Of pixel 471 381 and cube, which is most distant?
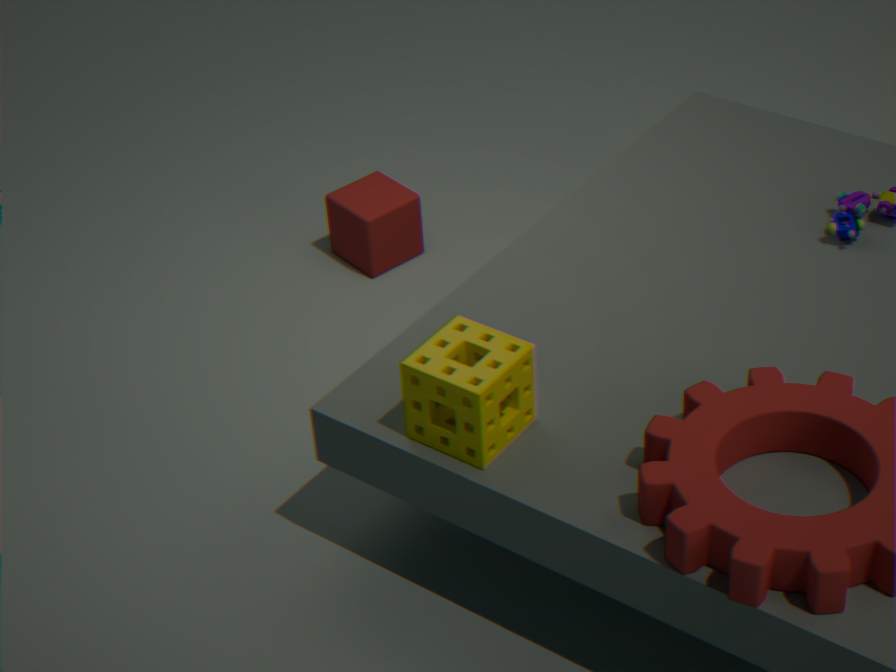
pixel 471 381
